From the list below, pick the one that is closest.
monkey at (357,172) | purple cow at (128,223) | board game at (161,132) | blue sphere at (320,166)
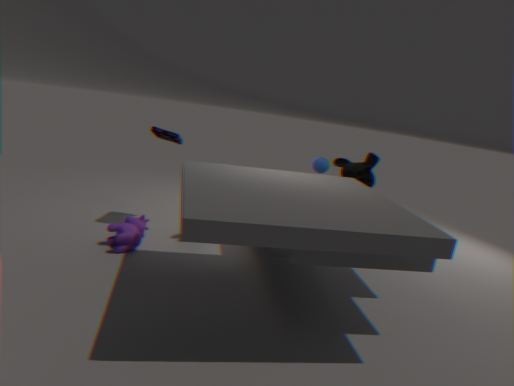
purple cow at (128,223)
